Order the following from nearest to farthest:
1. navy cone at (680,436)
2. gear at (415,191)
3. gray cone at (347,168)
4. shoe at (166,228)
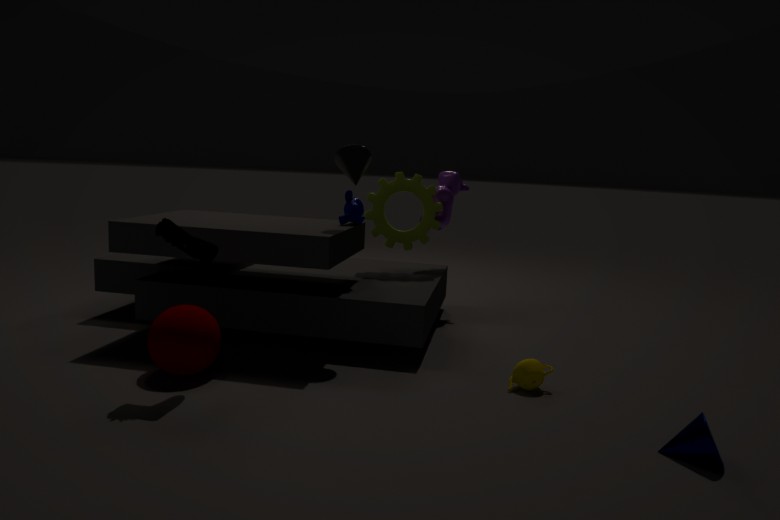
1. navy cone at (680,436)
2. shoe at (166,228)
3. gray cone at (347,168)
4. gear at (415,191)
